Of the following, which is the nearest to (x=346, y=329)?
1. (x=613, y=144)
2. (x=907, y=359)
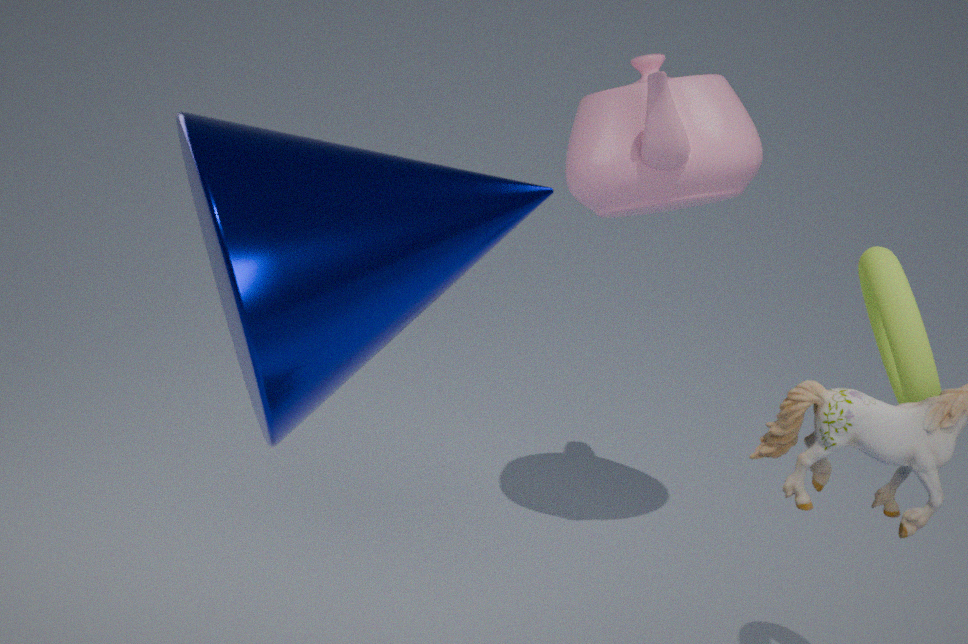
(x=907, y=359)
